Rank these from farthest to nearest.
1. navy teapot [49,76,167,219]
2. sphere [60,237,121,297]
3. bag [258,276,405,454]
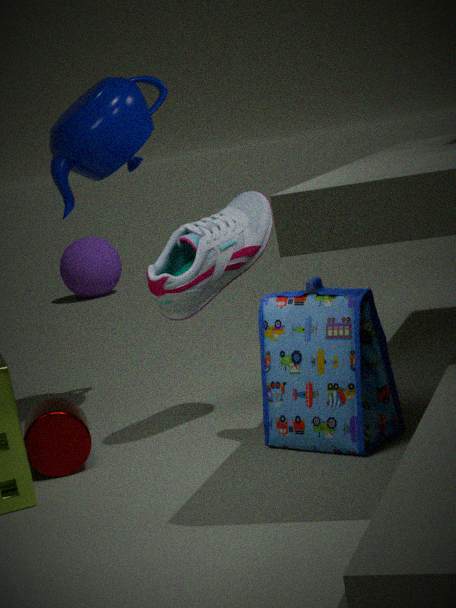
sphere [60,237,121,297]
navy teapot [49,76,167,219]
bag [258,276,405,454]
